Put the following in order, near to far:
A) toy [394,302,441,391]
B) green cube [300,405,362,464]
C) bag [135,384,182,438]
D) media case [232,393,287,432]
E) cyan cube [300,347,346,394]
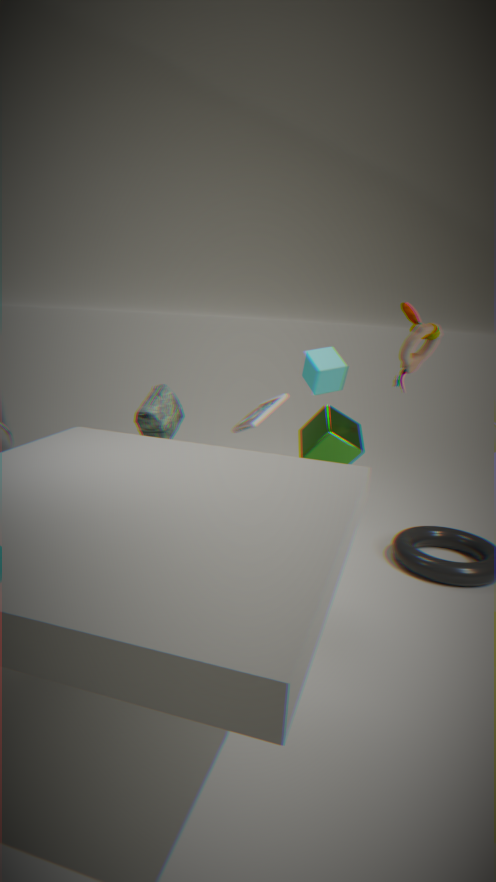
green cube [300,405,362,464]
toy [394,302,441,391]
media case [232,393,287,432]
cyan cube [300,347,346,394]
bag [135,384,182,438]
